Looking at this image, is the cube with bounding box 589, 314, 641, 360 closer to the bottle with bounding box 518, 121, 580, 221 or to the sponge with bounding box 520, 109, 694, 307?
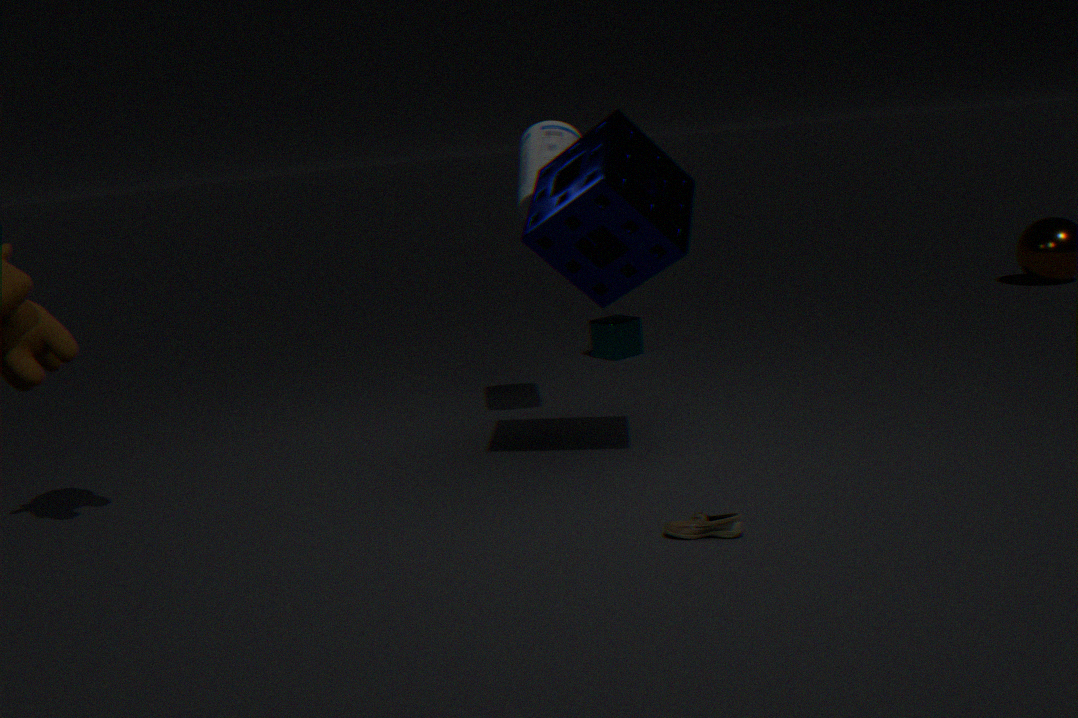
the bottle with bounding box 518, 121, 580, 221
